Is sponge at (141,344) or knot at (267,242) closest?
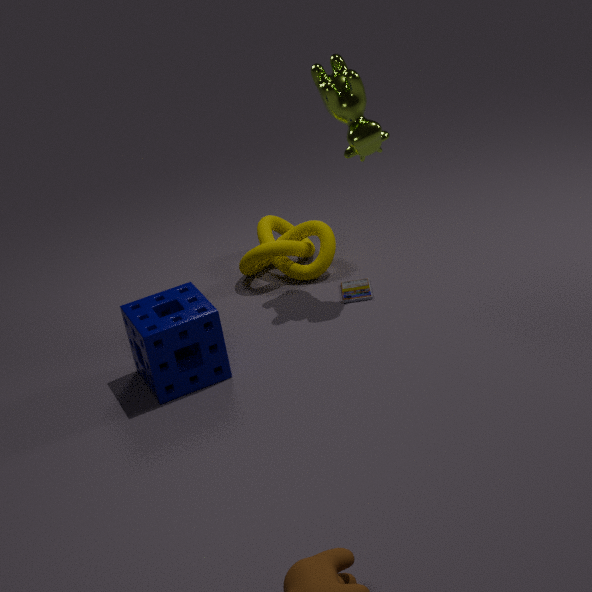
sponge at (141,344)
